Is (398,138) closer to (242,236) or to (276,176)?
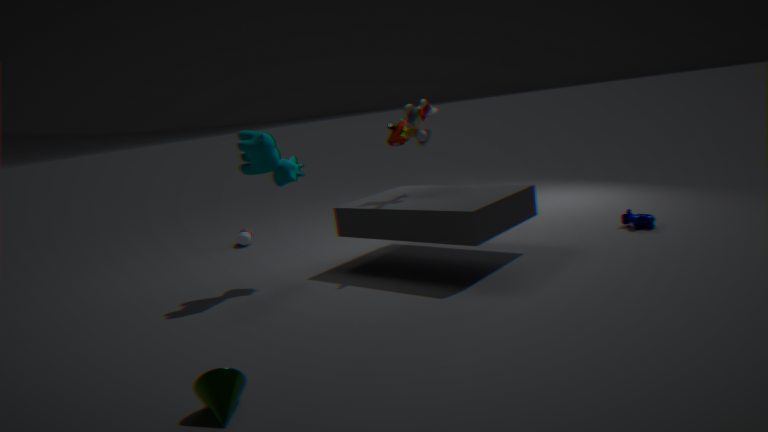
(276,176)
